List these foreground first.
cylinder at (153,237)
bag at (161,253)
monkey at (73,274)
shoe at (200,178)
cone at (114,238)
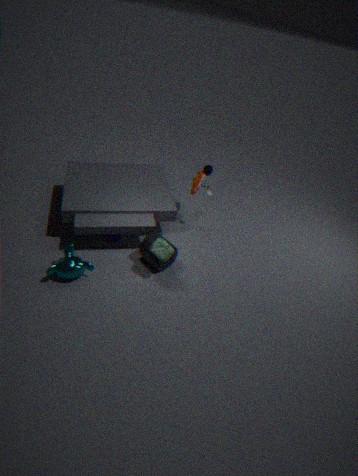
monkey at (73,274)
bag at (161,253)
cylinder at (153,237)
cone at (114,238)
shoe at (200,178)
